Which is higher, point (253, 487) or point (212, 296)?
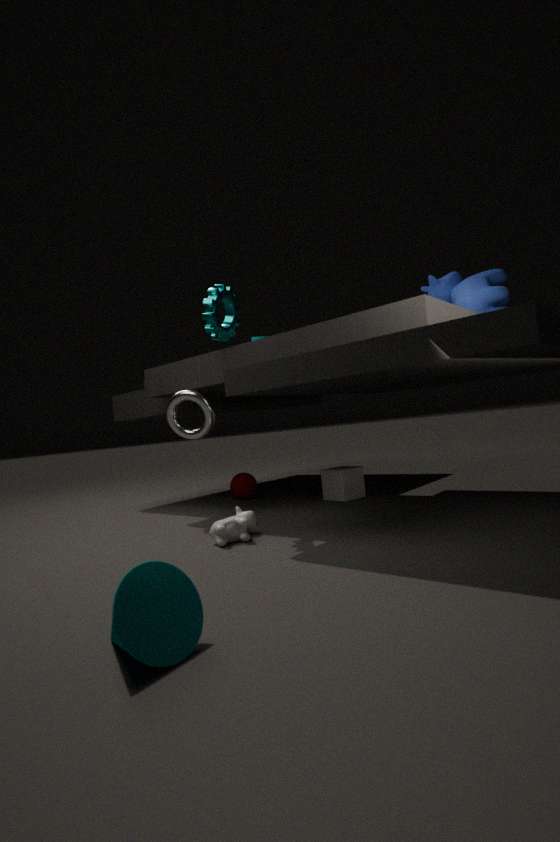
point (212, 296)
